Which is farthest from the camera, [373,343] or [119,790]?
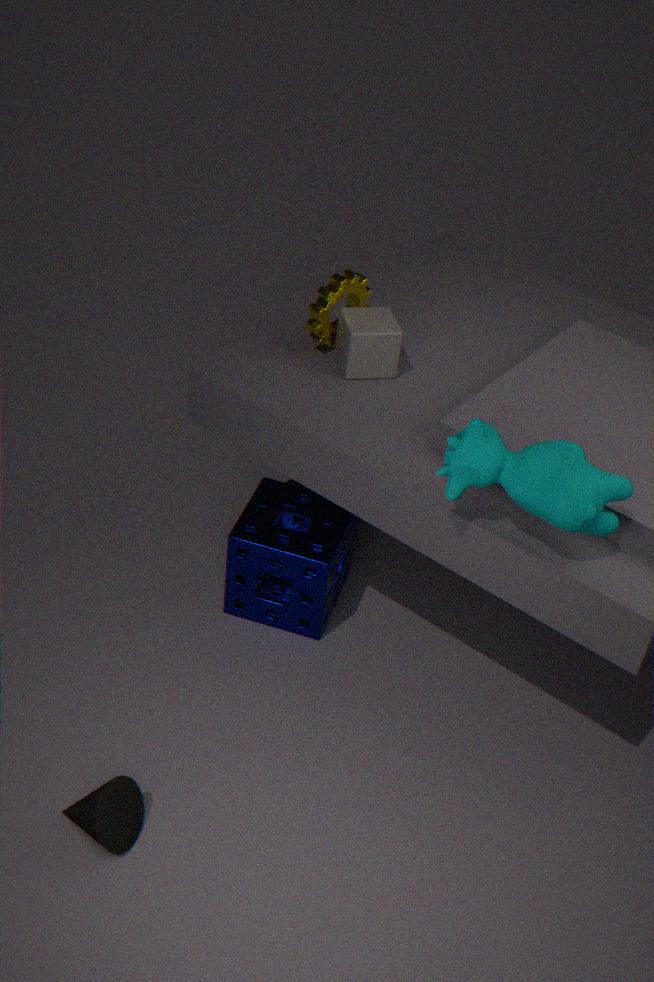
[373,343]
